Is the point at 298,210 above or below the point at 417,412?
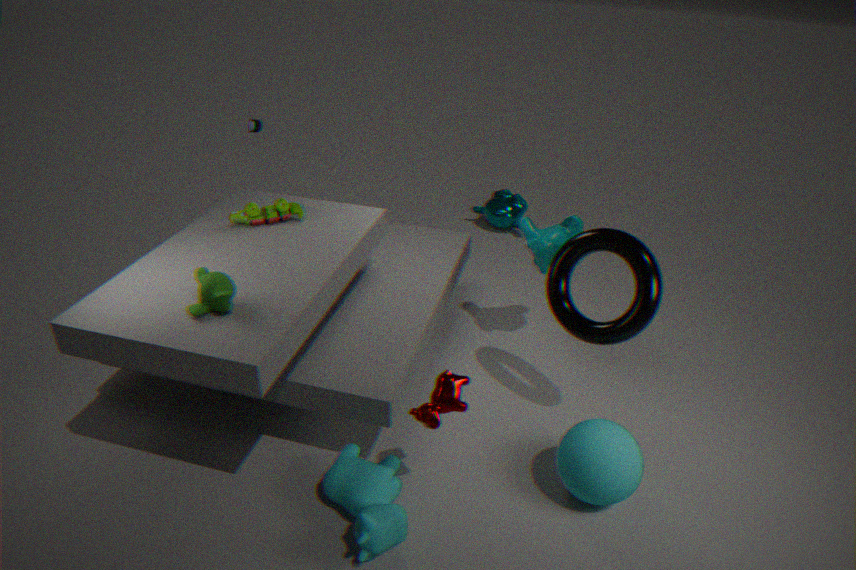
above
